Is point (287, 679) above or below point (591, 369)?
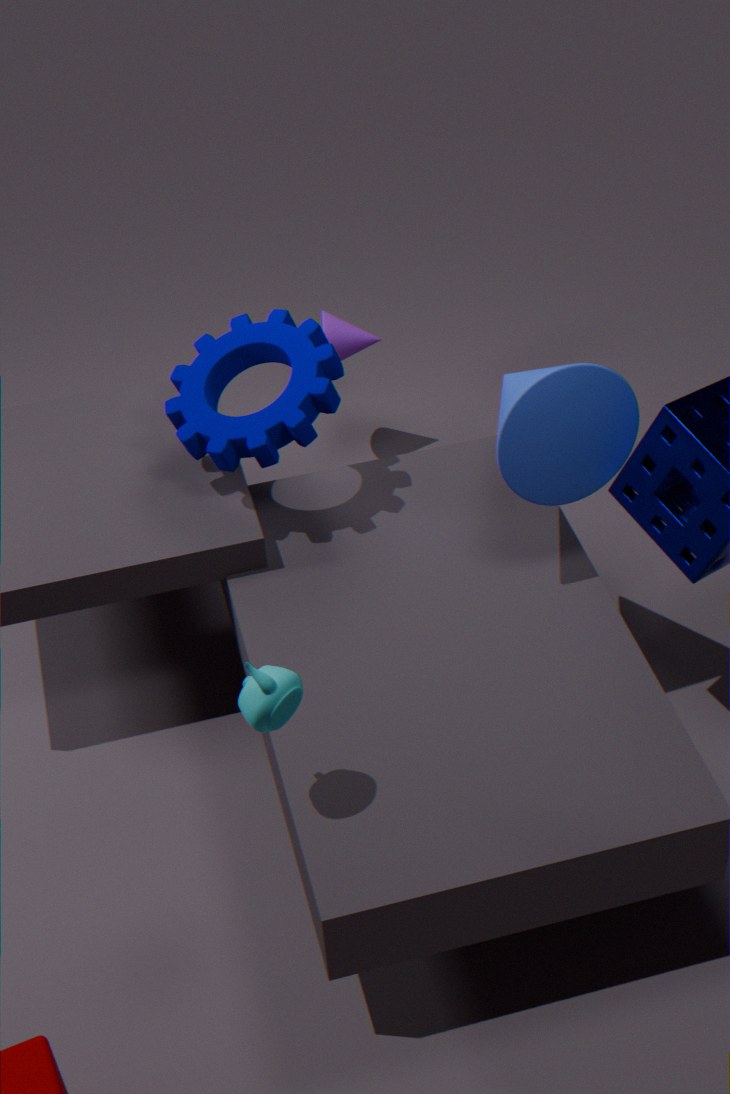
below
